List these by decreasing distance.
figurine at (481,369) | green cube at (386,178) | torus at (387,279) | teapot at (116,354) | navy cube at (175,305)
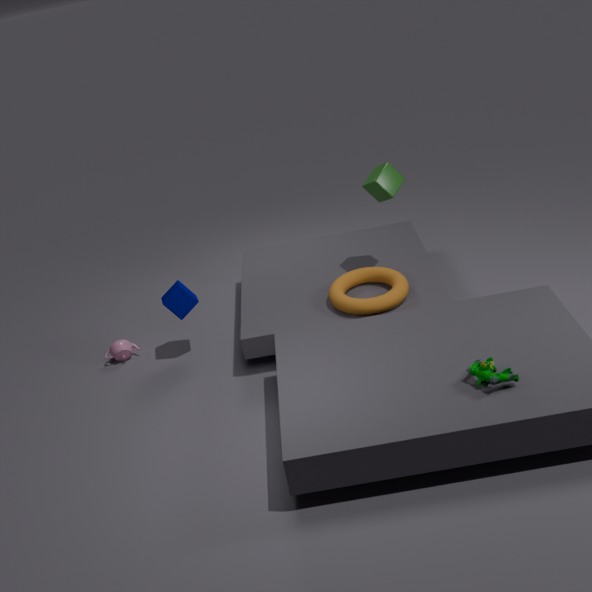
teapot at (116,354) < navy cube at (175,305) < green cube at (386,178) < torus at (387,279) < figurine at (481,369)
